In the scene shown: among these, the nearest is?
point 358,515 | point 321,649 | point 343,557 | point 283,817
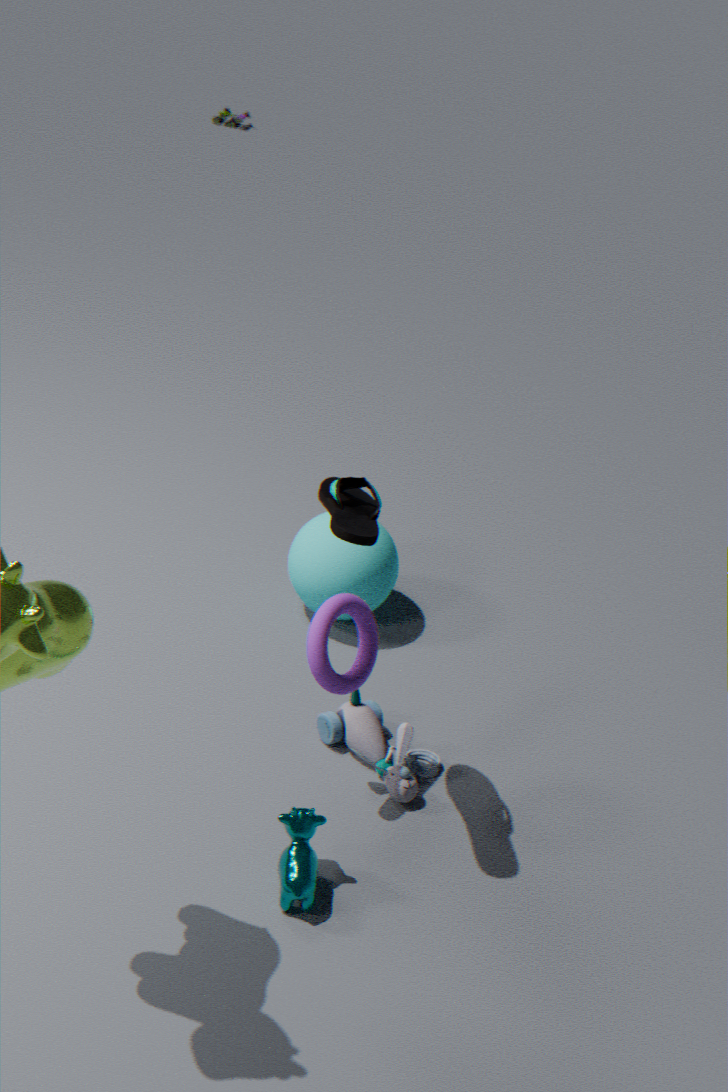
point 358,515
